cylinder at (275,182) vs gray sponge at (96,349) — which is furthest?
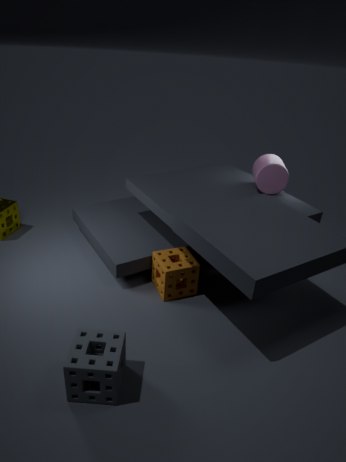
cylinder at (275,182)
